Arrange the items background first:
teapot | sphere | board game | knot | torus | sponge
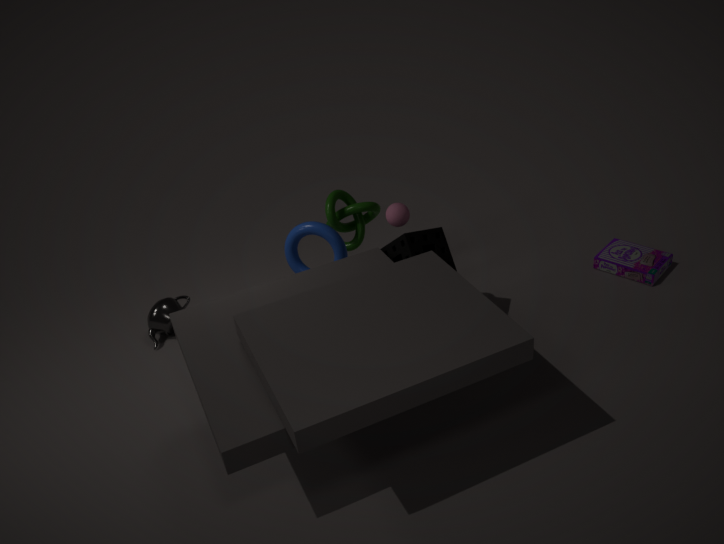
1. board game
2. knot
3. teapot
4. torus
5. sphere
6. sponge
